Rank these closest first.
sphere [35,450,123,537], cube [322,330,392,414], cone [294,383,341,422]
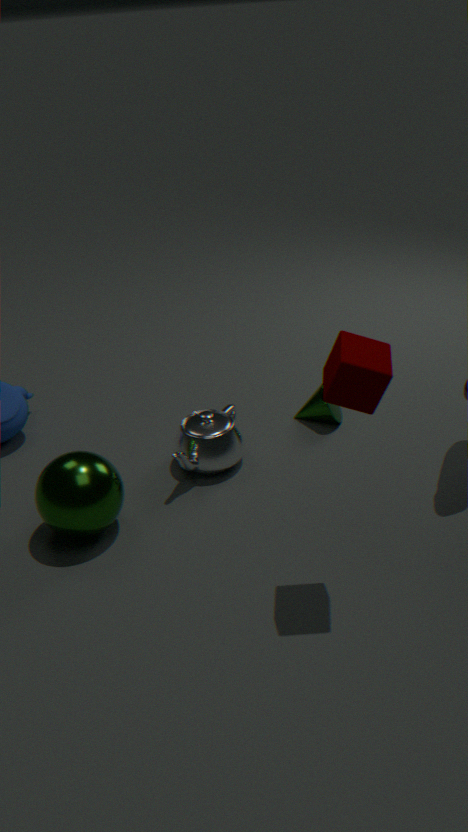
cube [322,330,392,414] < sphere [35,450,123,537] < cone [294,383,341,422]
